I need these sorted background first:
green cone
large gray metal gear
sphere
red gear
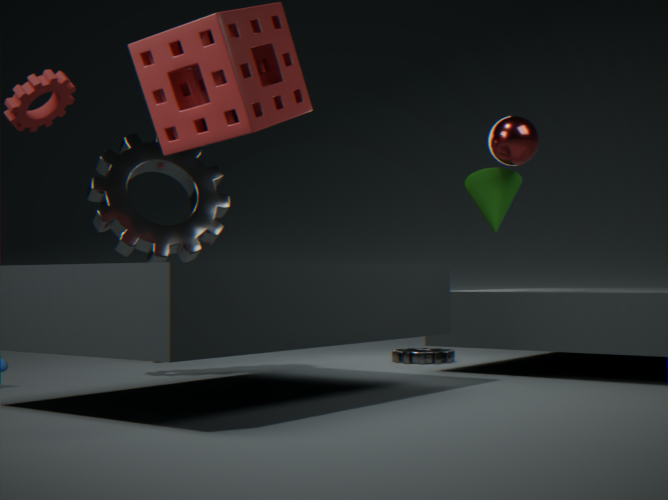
large gray metal gear, green cone, red gear, sphere
